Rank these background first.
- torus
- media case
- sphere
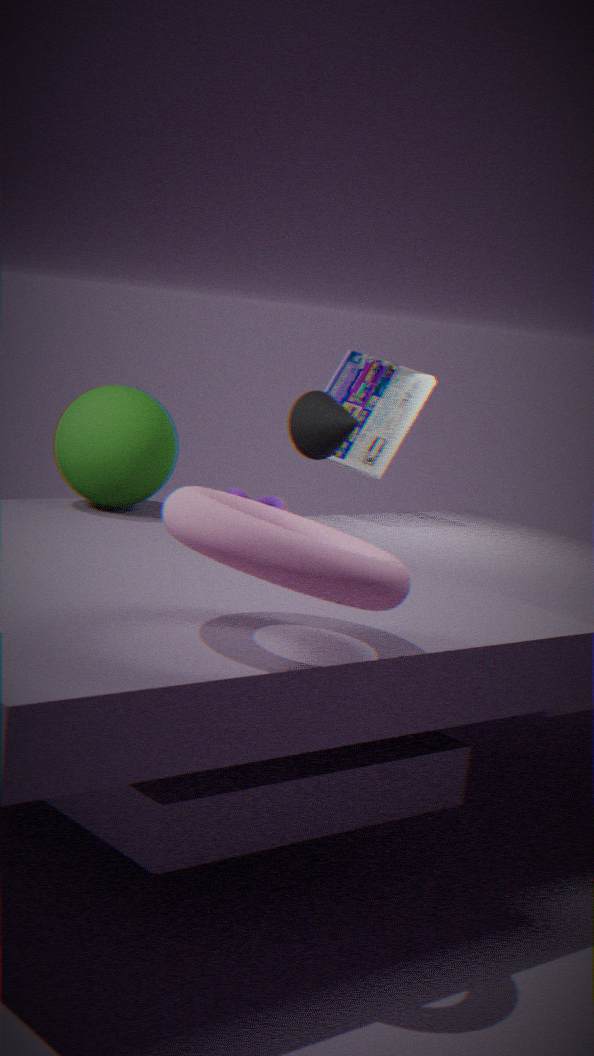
media case < sphere < torus
